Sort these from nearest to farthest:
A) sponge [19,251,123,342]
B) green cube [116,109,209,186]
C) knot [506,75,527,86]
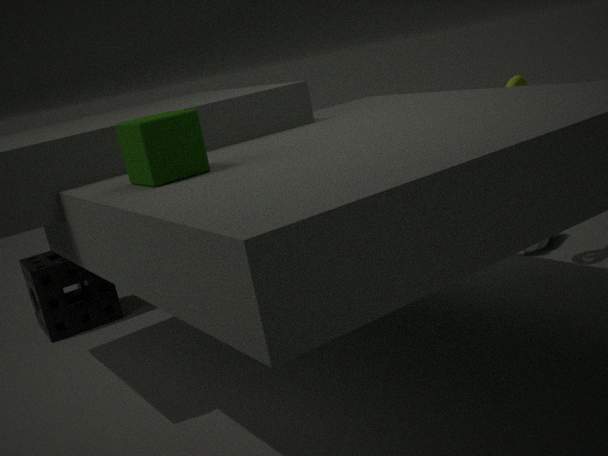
green cube [116,109,209,186] < knot [506,75,527,86] < sponge [19,251,123,342]
